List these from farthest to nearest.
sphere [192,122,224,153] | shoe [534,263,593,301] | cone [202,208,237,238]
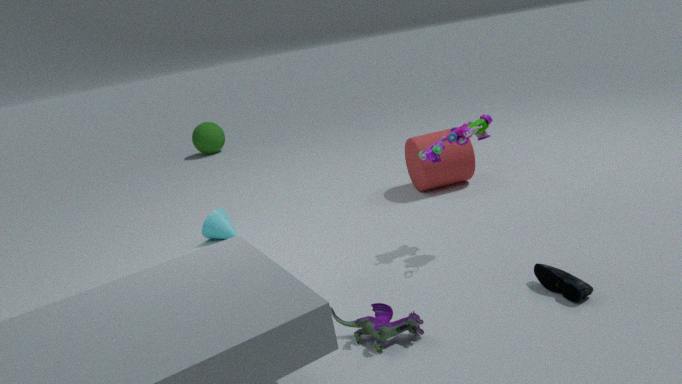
1. sphere [192,122,224,153]
2. cone [202,208,237,238]
3. shoe [534,263,593,301]
